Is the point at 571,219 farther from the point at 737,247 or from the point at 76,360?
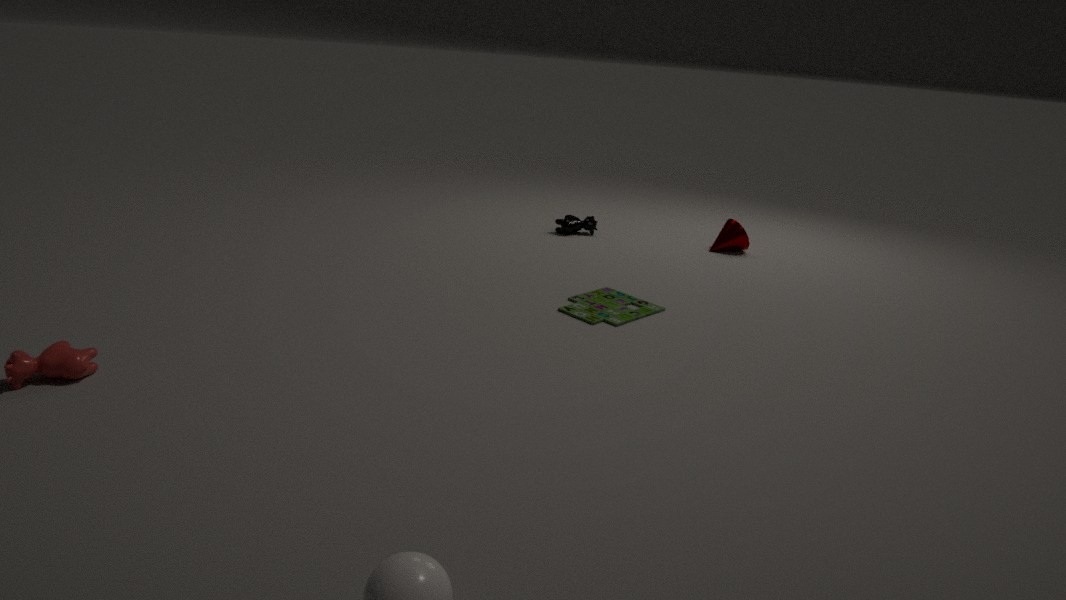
the point at 76,360
